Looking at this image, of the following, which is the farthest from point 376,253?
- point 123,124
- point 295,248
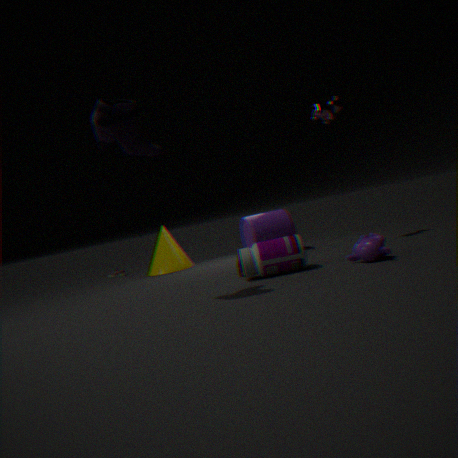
point 123,124
